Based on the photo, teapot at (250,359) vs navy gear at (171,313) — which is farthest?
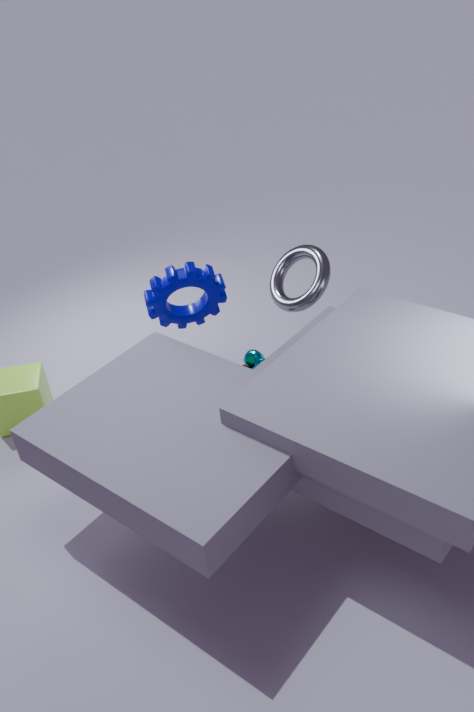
teapot at (250,359)
